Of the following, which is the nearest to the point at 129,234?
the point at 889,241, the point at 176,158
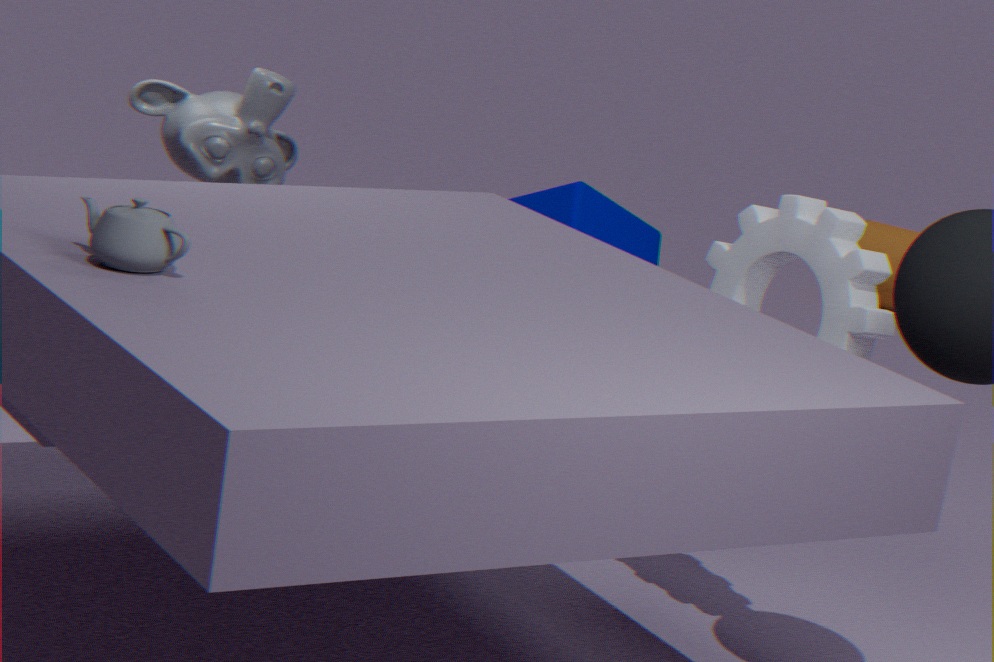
the point at 176,158
